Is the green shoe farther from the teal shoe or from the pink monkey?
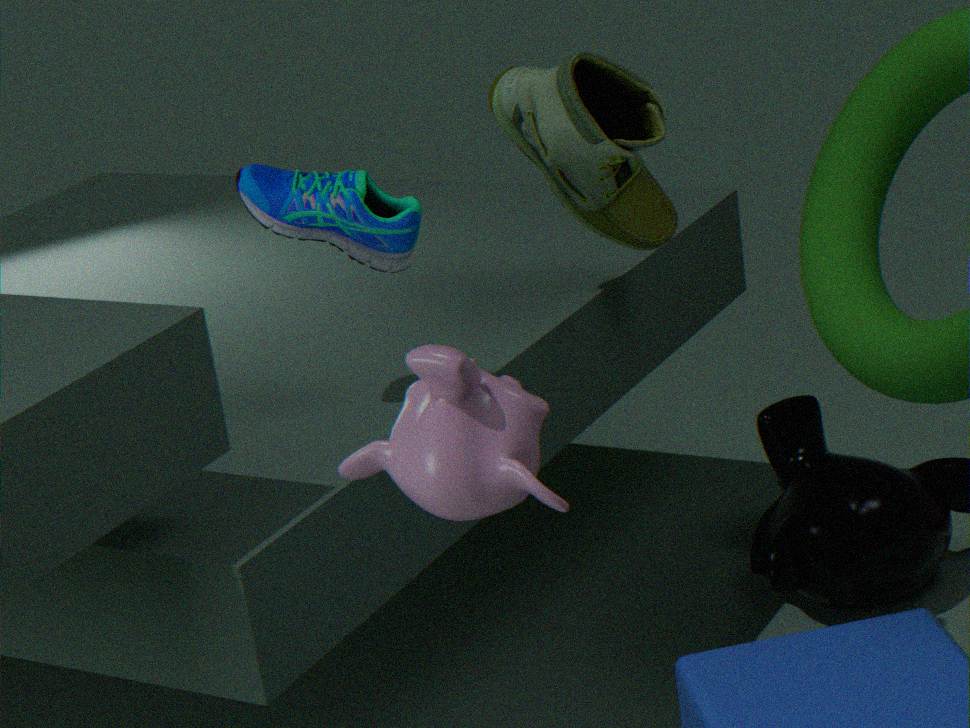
the pink monkey
